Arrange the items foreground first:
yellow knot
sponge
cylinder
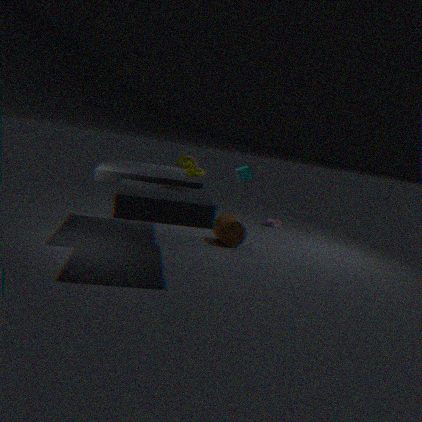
yellow knot, cylinder, sponge
